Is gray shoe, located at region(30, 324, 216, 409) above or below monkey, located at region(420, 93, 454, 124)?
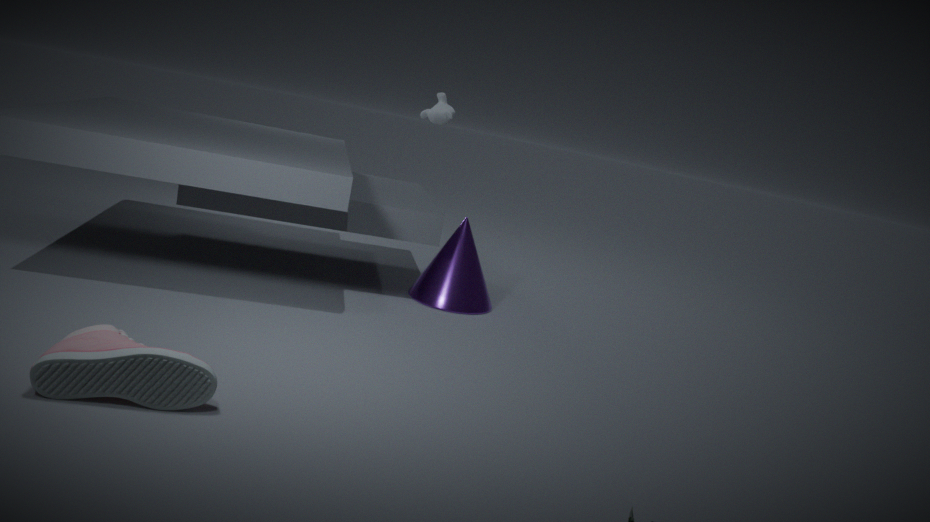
below
